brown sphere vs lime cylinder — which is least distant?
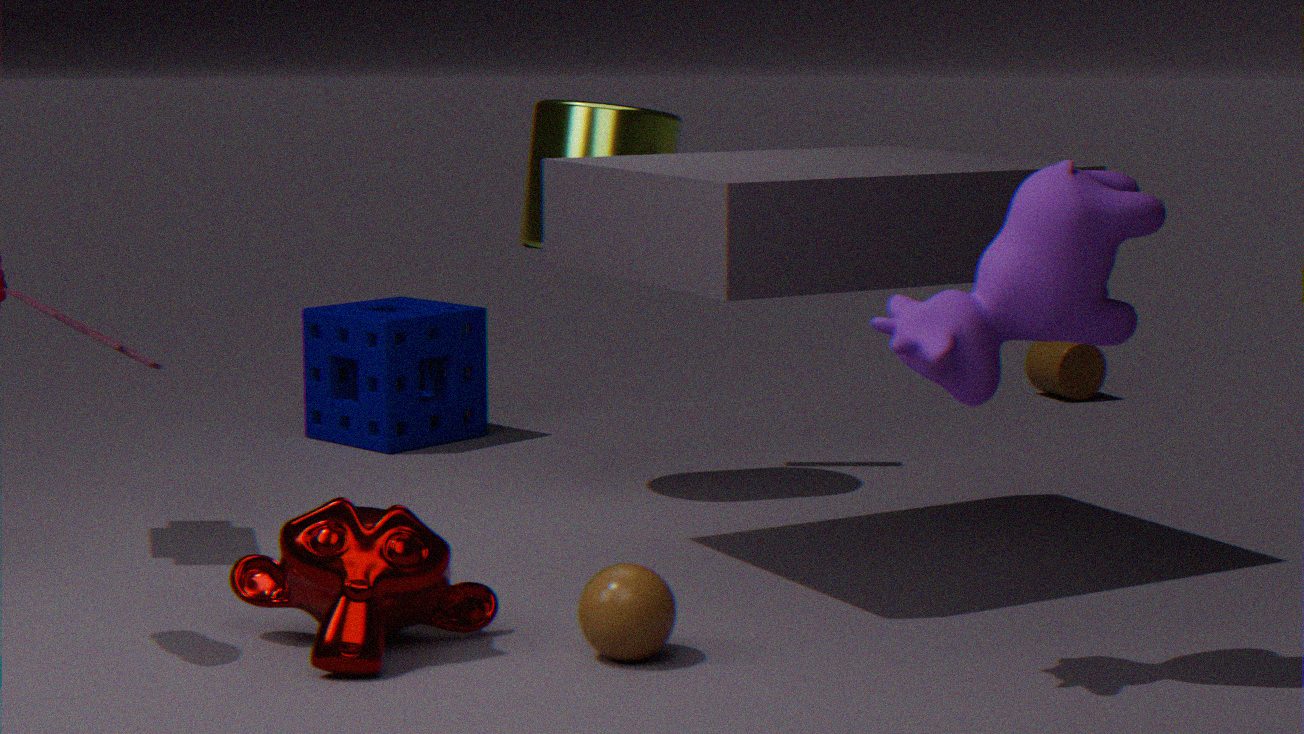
brown sphere
